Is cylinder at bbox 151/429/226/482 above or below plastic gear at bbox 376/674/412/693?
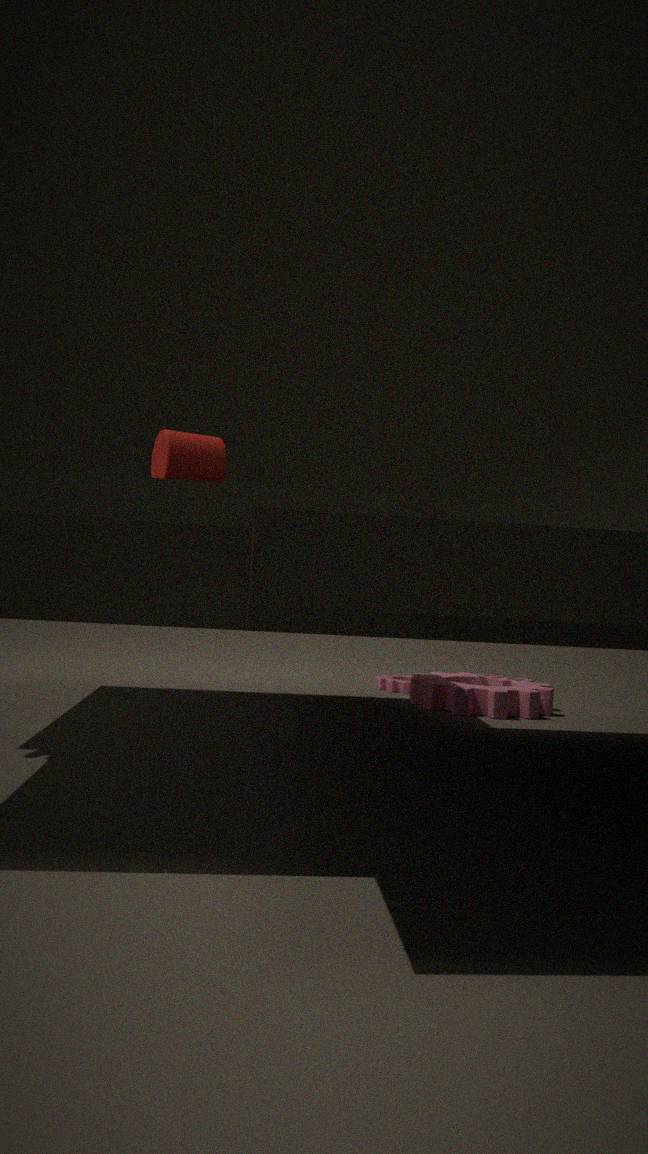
above
